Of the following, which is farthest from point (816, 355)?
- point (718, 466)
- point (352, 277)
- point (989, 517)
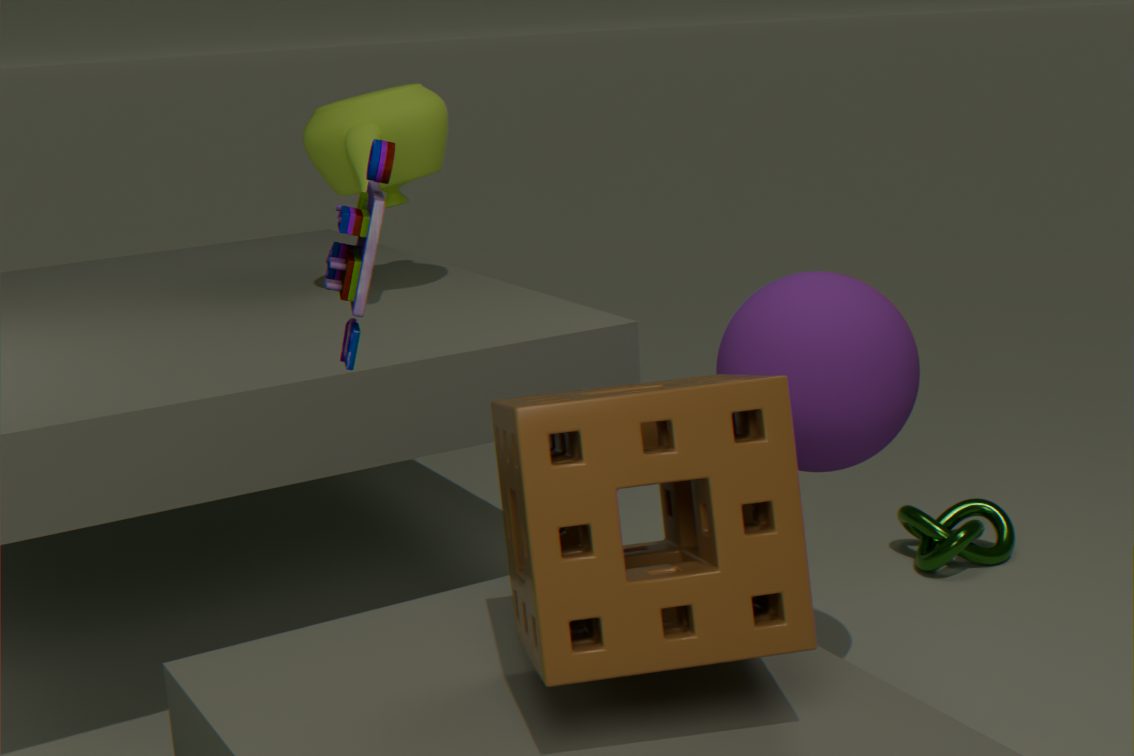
point (352, 277)
